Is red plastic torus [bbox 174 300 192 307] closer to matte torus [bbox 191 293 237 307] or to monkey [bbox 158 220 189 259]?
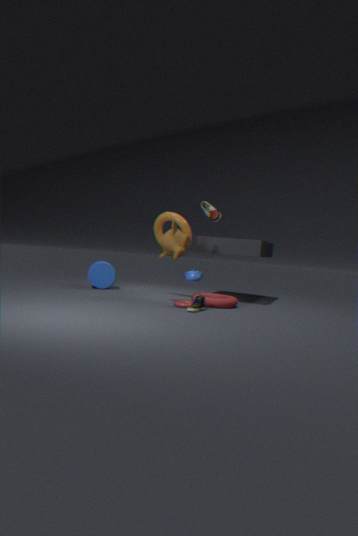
matte torus [bbox 191 293 237 307]
